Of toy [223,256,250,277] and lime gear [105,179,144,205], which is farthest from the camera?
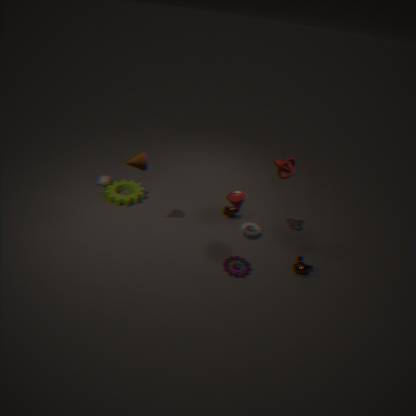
lime gear [105,179,144,205]
